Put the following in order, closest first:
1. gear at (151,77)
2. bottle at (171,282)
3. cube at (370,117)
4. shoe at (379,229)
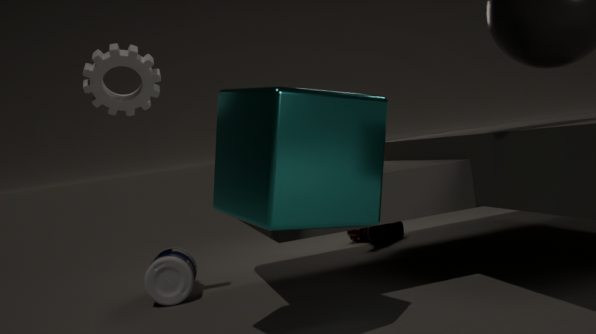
1. cube at (370,117)
2. gear at (151,77)
3. bottle at (171,282)
4. shoe at (379,229)
